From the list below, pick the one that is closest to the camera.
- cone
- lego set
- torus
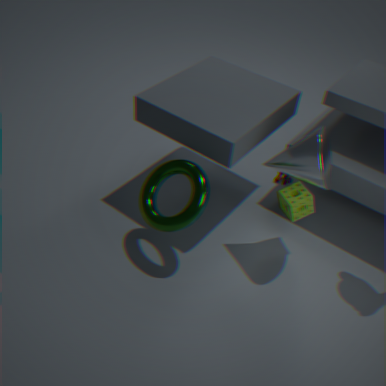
cone
